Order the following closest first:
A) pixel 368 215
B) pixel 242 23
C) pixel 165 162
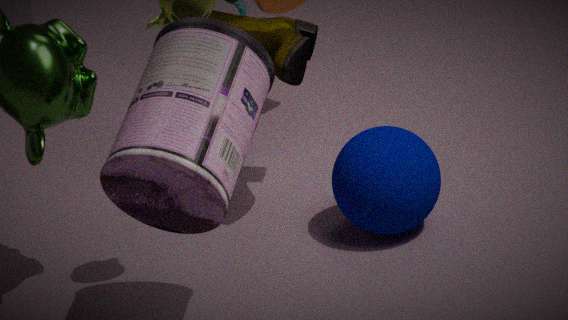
1. pixel 165 162
2. pixel 368 215
3. pixel 242 23
